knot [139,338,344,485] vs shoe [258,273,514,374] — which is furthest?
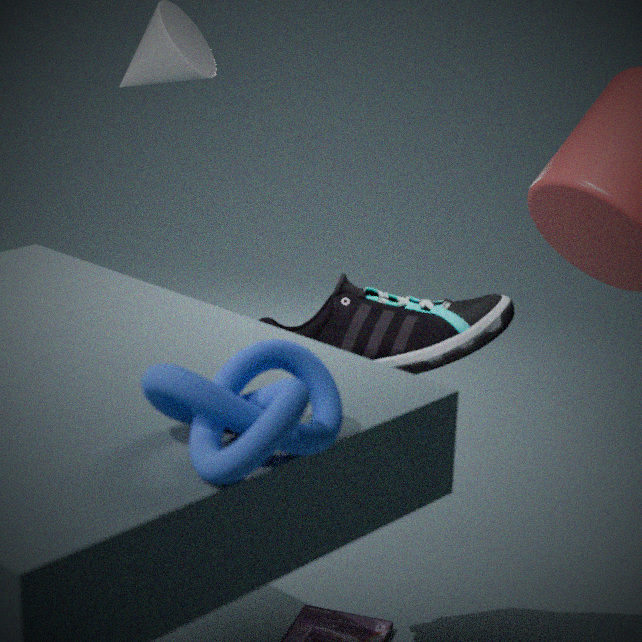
shoe [258,273,514,374]
